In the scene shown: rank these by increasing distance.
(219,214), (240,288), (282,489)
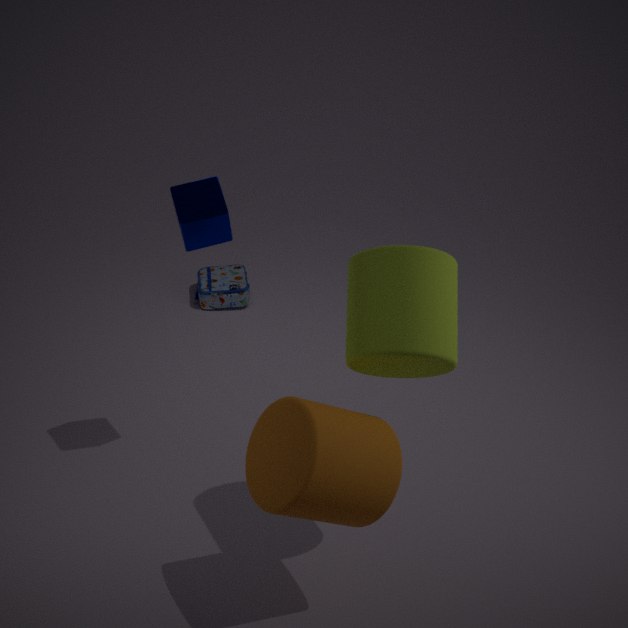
(282,489)
(219,214)
(240,288)
